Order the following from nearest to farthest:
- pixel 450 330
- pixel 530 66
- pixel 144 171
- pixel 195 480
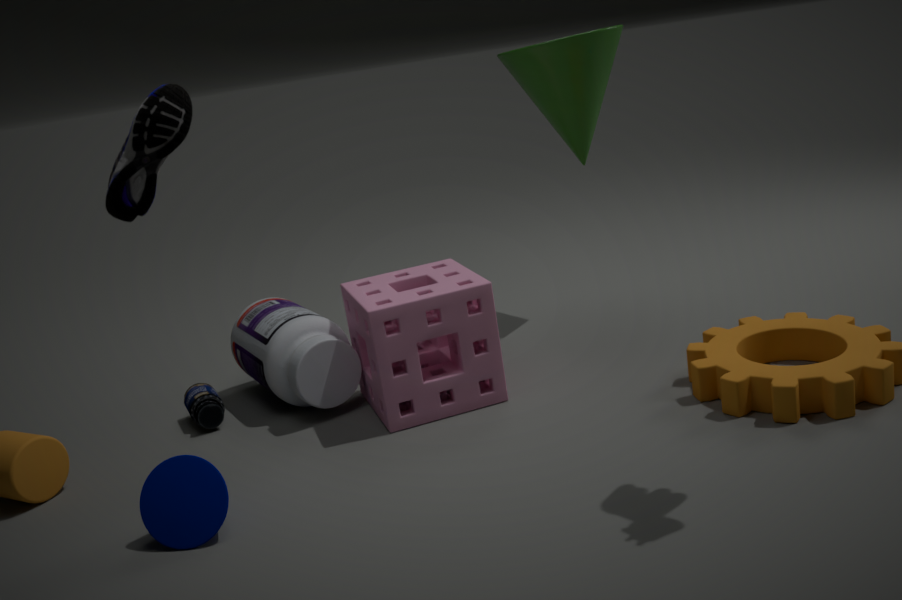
pixel 144 171 < pixel 195 480 < pixel 450 330 < pixel 530 66
